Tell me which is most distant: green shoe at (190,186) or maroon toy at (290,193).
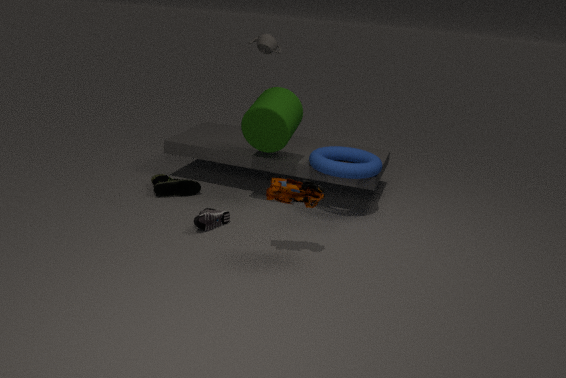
green shoe at (190,186)
